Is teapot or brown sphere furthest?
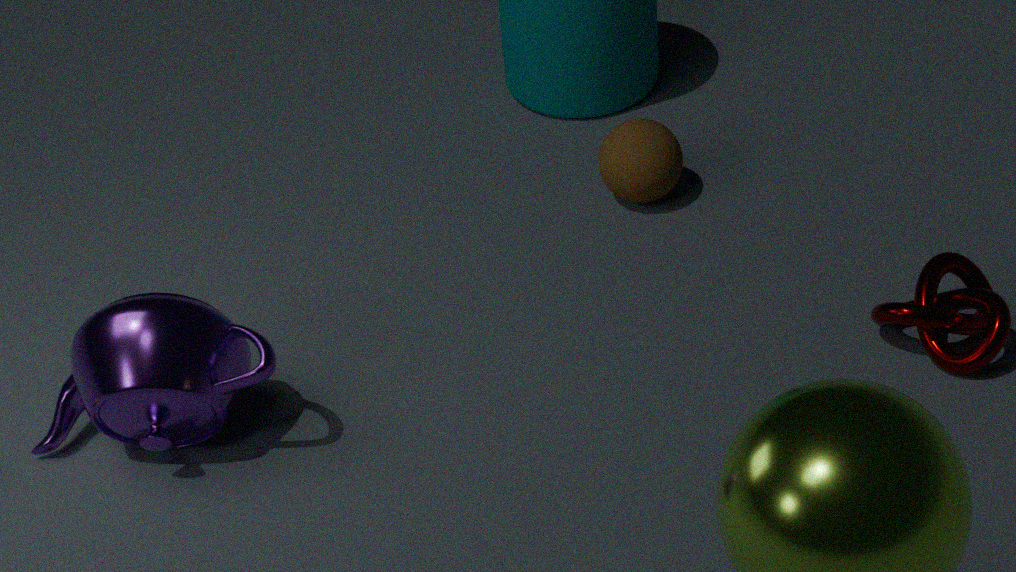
brown sphere
